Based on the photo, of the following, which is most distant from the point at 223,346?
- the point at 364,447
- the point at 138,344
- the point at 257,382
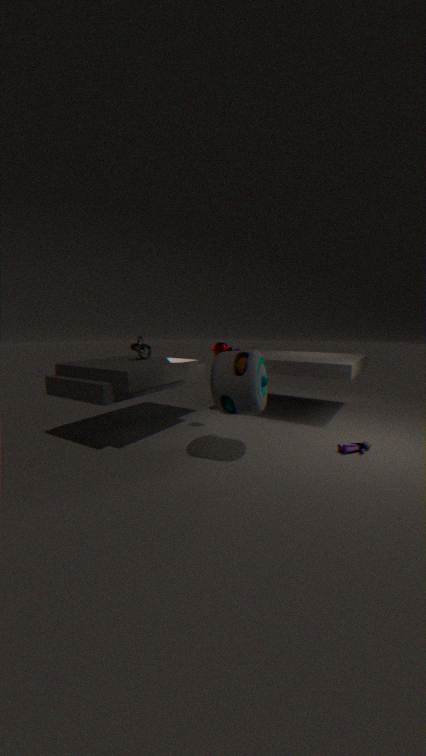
the point at 364,447
